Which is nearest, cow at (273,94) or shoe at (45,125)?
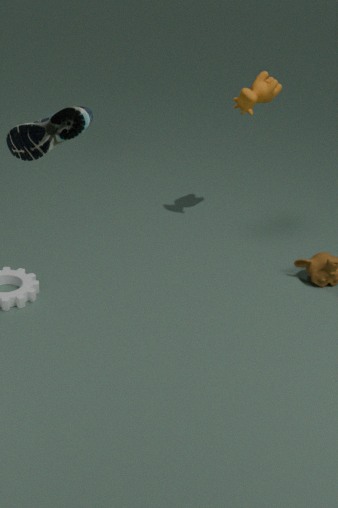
shoe at (45,125)
